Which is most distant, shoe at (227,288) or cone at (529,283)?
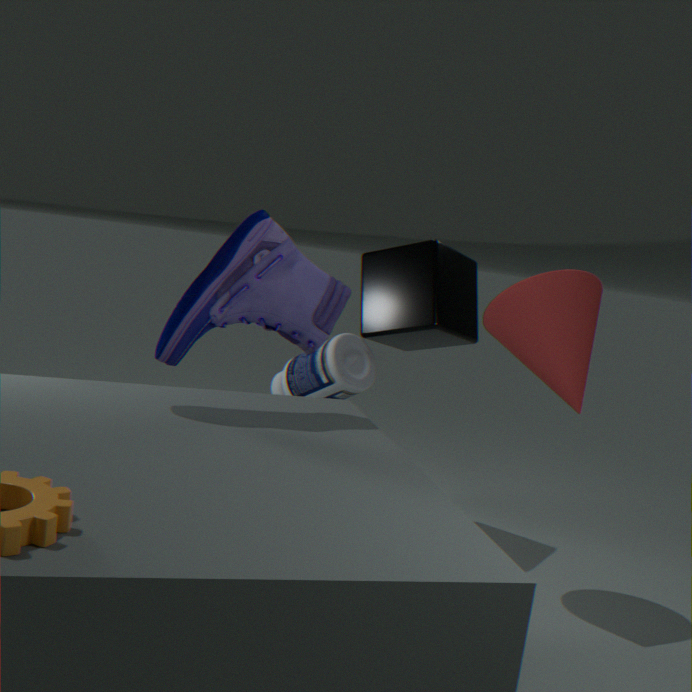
cone at (529,283)
